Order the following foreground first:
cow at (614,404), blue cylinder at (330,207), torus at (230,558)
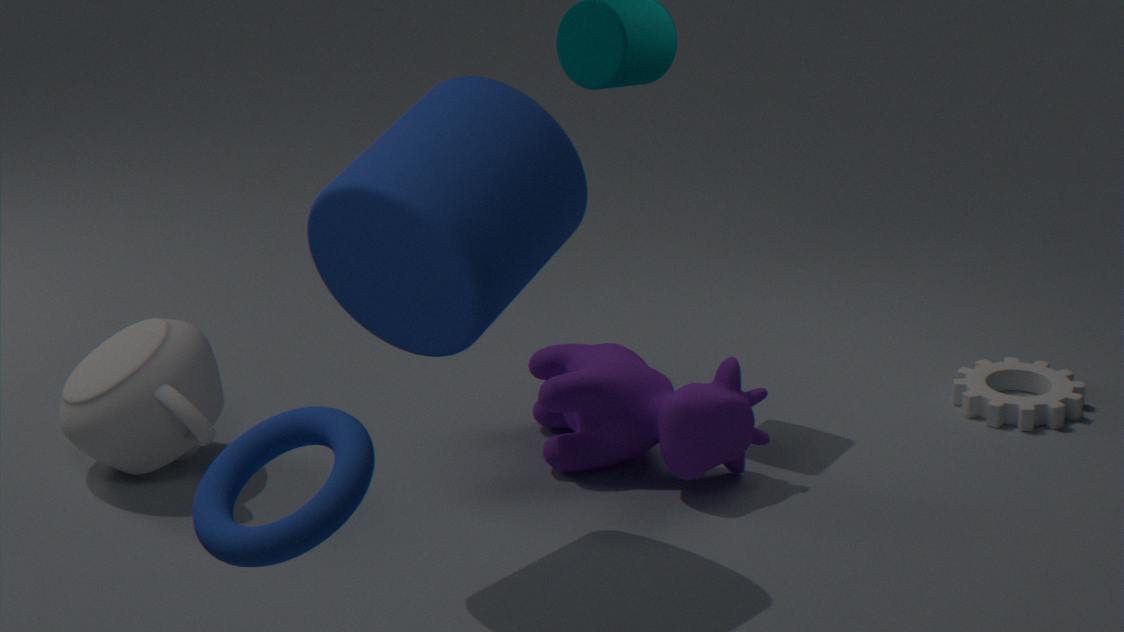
torus at (230,558)
blue cylinder at (330,207)
cow at (614,404)
